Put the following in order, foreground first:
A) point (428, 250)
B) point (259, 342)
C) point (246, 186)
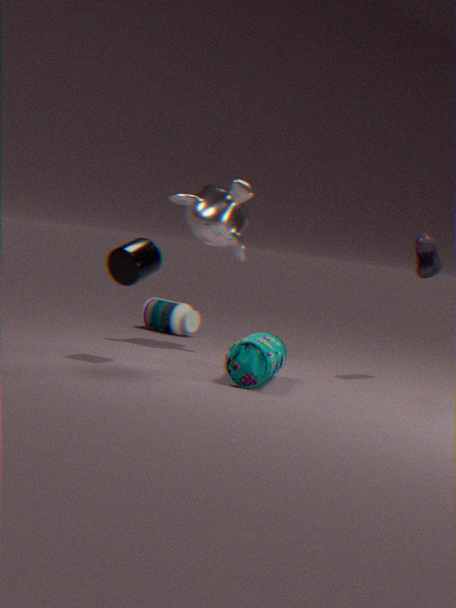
point (259, 342) < point (428, 250) < point (246, 186)
